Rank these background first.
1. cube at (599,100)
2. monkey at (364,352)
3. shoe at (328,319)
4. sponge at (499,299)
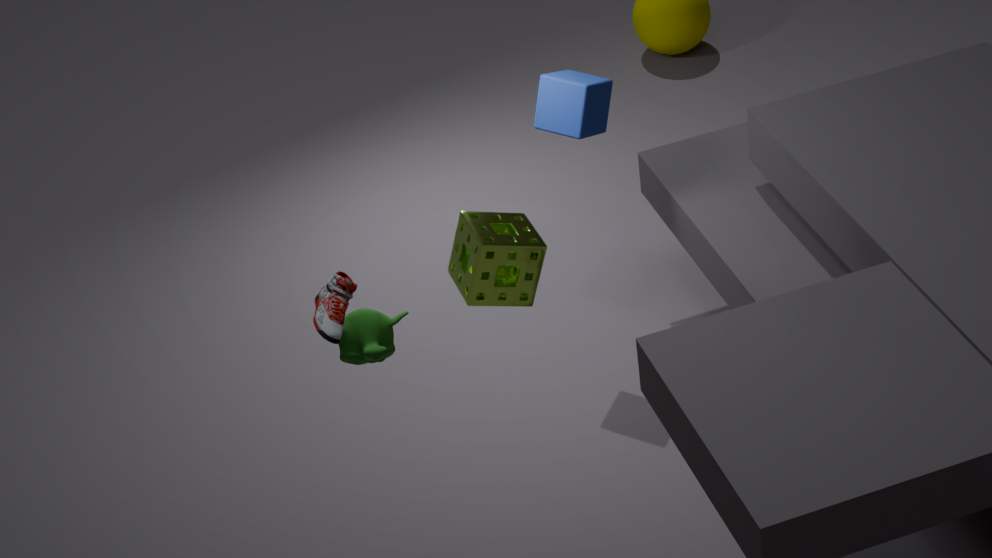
cube at (599,100), monkey at (364,352), sponge at (499,299), shoe at (328,319)
